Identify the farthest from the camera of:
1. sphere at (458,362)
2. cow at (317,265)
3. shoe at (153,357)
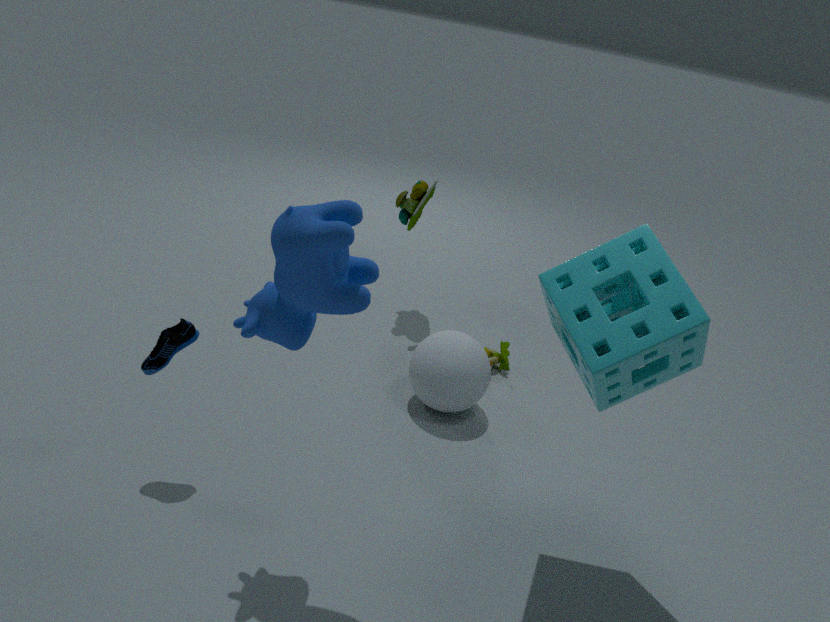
sphere at (458,362)
